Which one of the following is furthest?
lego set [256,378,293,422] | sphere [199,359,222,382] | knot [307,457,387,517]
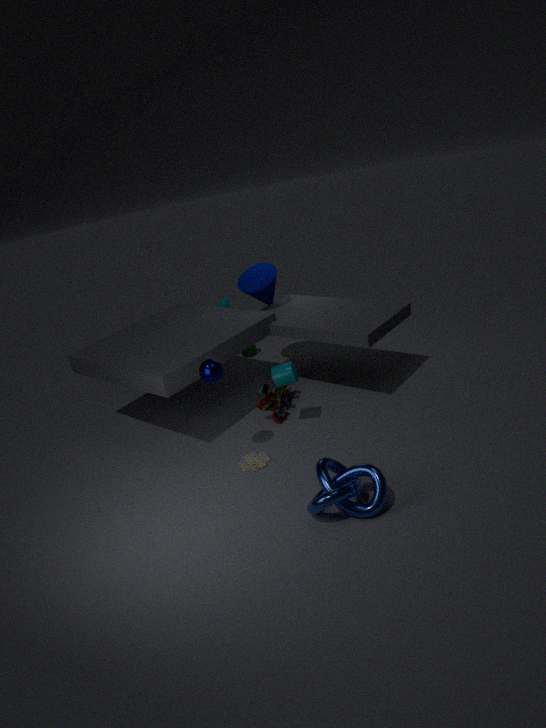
lego set [256,378,293,422]
